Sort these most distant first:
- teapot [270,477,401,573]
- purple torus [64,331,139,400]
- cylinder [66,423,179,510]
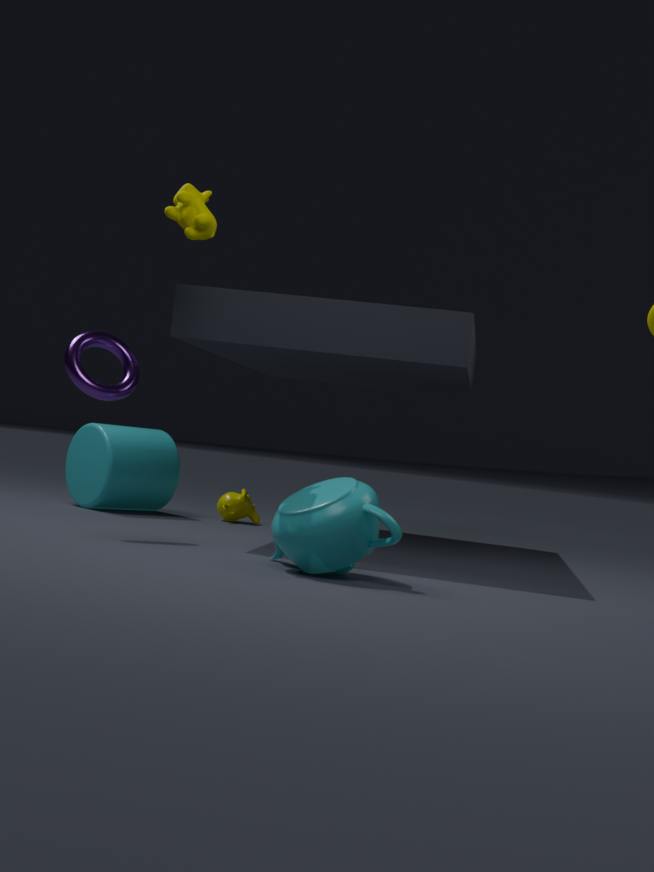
cylinder [66,423,179,510], purple torus [64,331,139,400], teapot [270,477,401,573]
